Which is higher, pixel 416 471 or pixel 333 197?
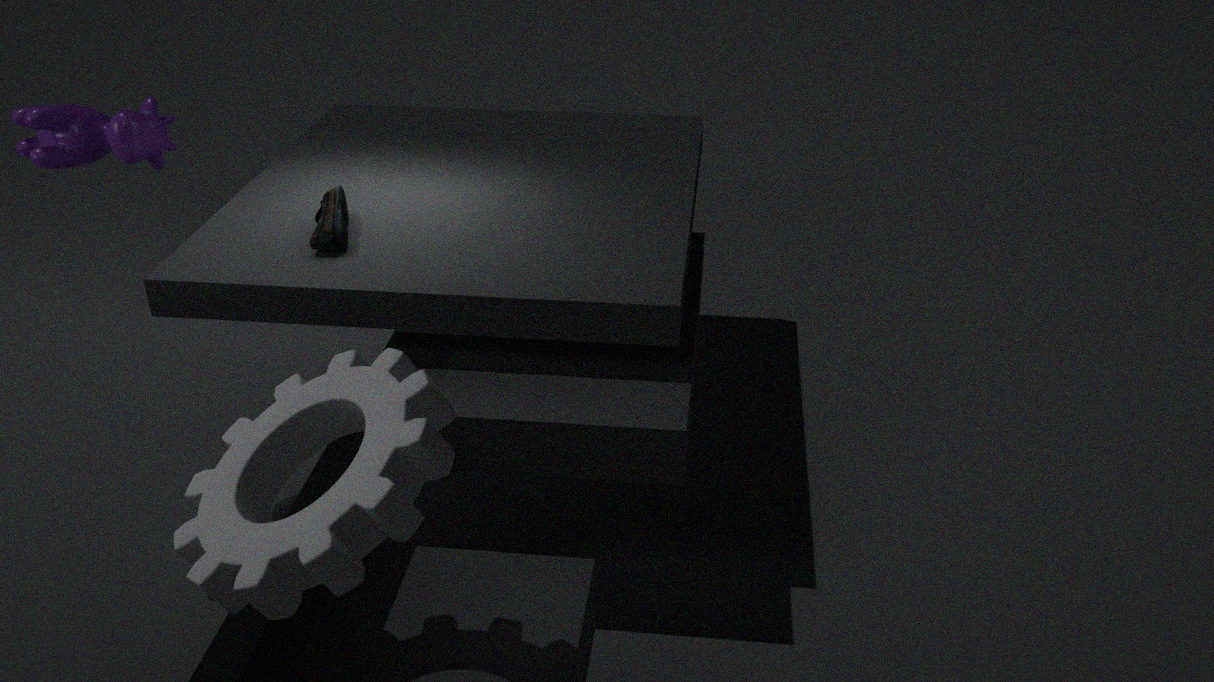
pixel 416 471
